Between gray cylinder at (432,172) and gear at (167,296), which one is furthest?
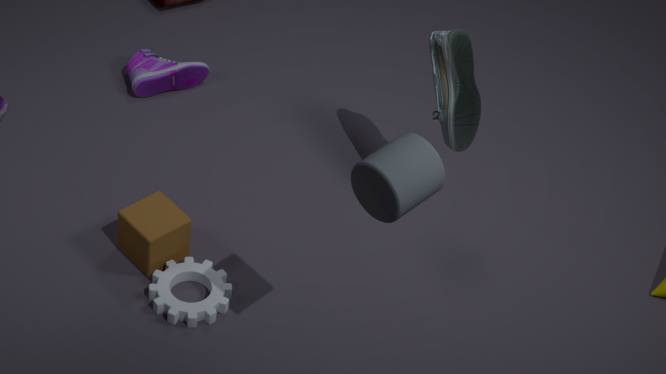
gear at (167,296)
